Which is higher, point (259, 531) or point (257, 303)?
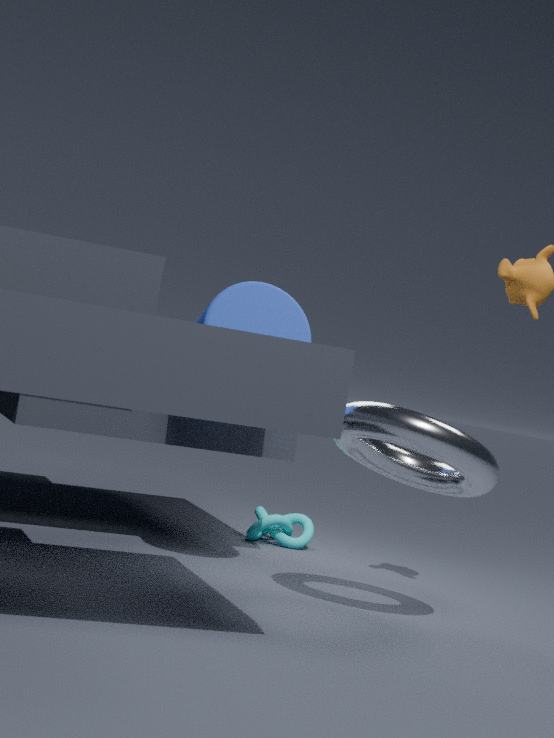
point (257, 303)
